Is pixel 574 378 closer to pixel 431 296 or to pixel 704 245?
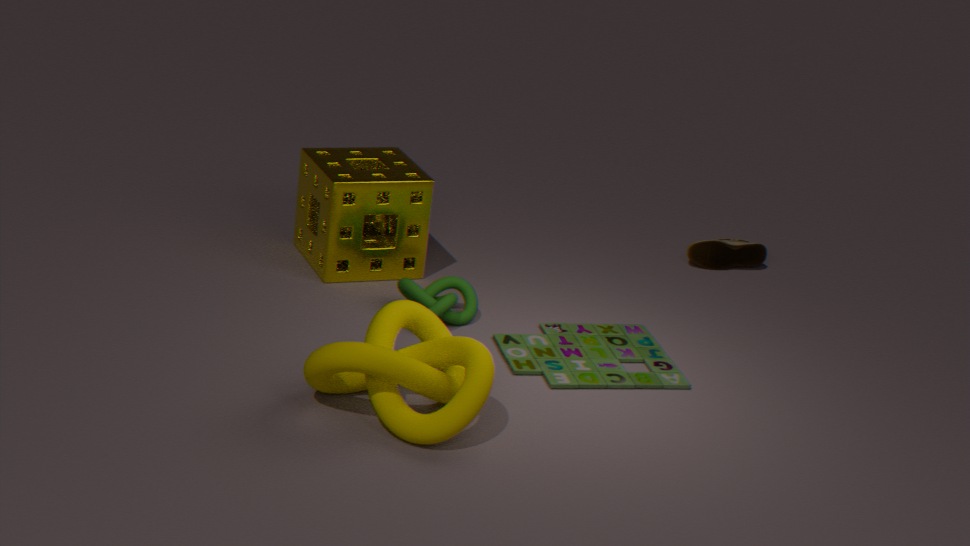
pixel 431 296
